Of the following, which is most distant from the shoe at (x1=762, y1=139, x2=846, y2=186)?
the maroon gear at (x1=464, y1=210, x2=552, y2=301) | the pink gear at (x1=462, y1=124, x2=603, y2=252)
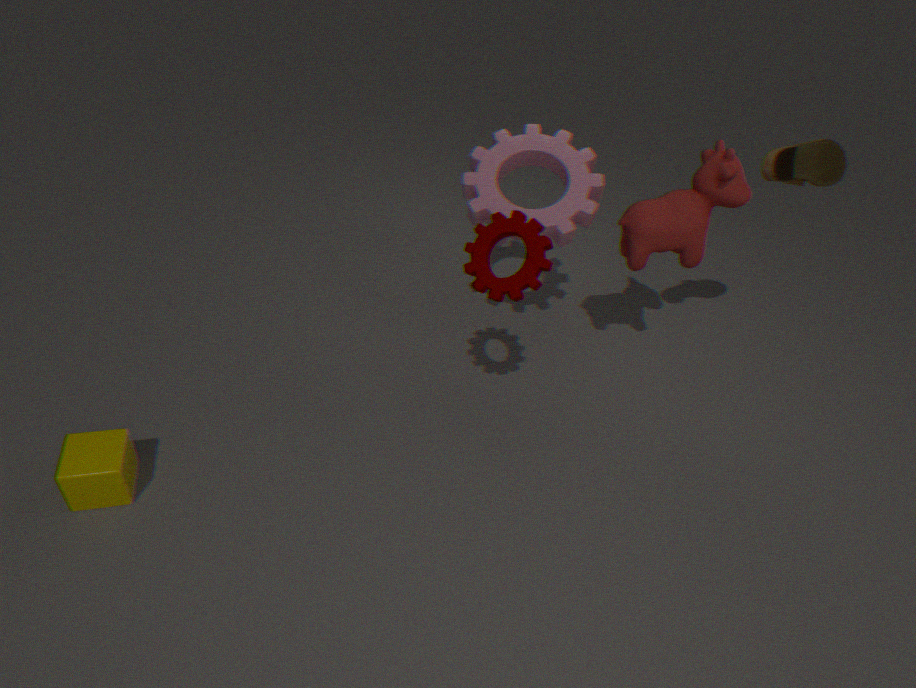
the maroon gear at (x1=464, y1=210, x2=552, y2=301)
